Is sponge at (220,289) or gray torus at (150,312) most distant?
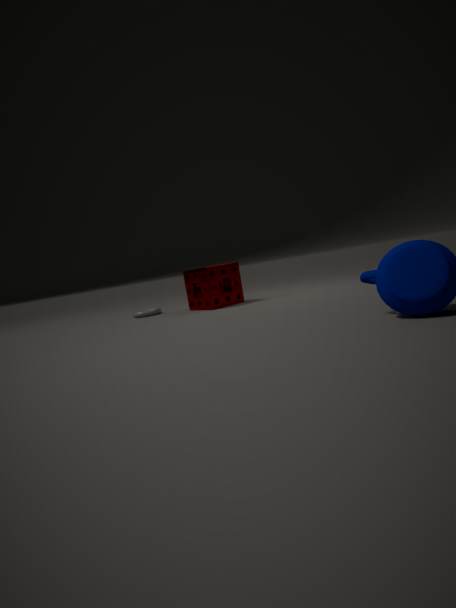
gray torus at (150,312)
